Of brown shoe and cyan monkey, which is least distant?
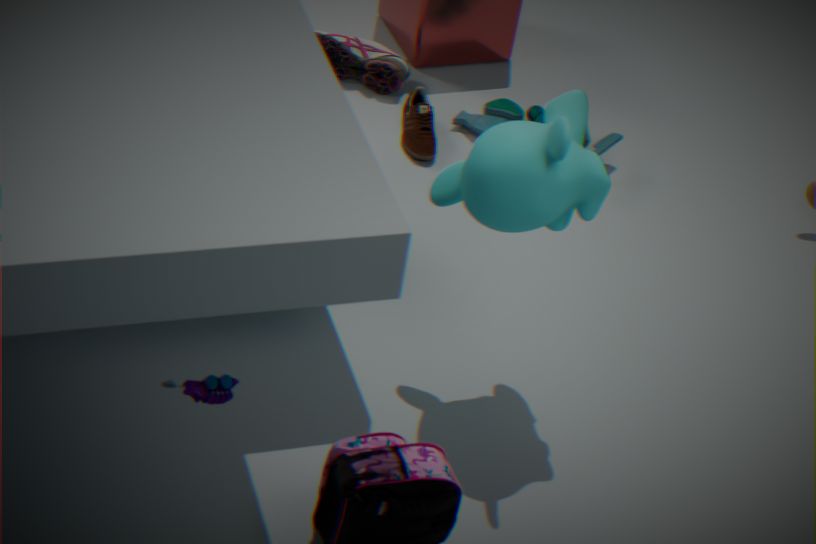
cyan monkey
